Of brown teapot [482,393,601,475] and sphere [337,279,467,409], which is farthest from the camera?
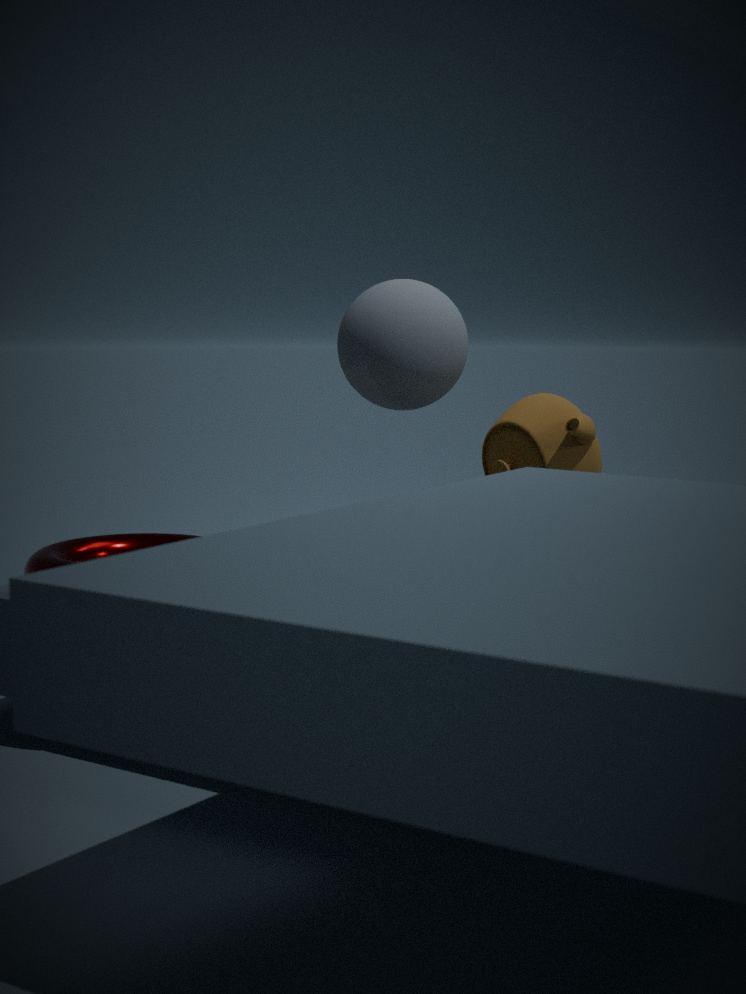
sphere [337,279,467,409]
